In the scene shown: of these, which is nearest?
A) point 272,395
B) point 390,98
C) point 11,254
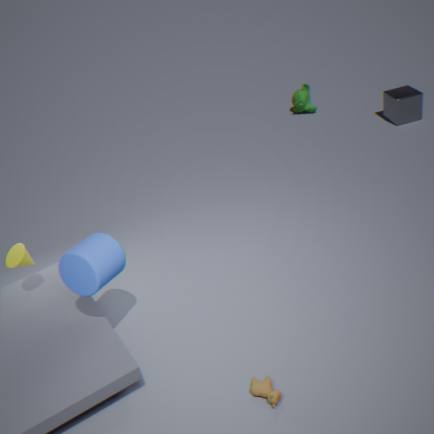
point 272,395
